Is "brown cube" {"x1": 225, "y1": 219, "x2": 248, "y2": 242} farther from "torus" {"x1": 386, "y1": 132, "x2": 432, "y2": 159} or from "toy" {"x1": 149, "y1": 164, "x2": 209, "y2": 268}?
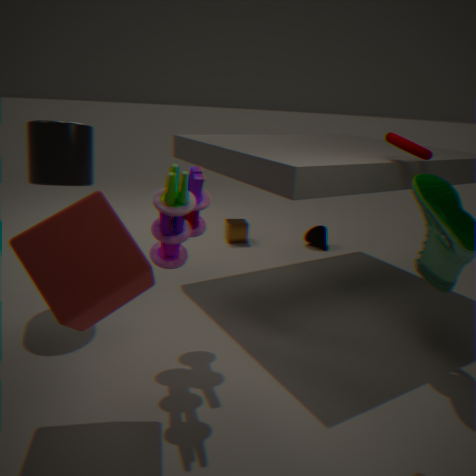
"torus" {"x1": 386, "y1": 132, "x2": 432, "y2": 159}
